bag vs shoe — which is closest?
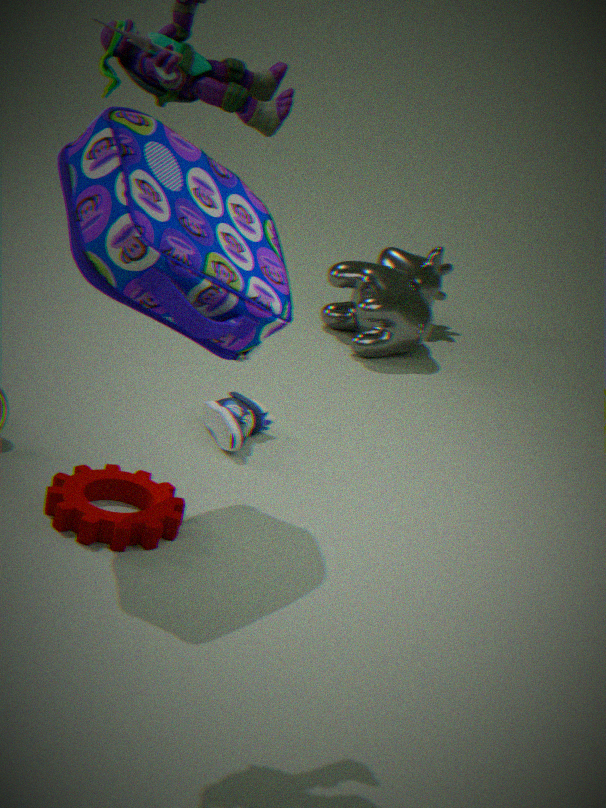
bag
